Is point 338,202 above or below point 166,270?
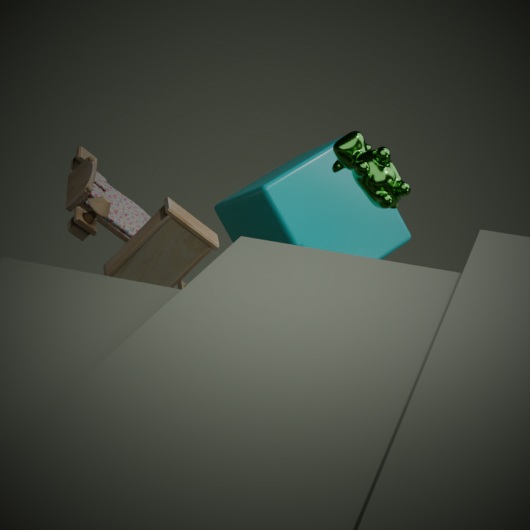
above
